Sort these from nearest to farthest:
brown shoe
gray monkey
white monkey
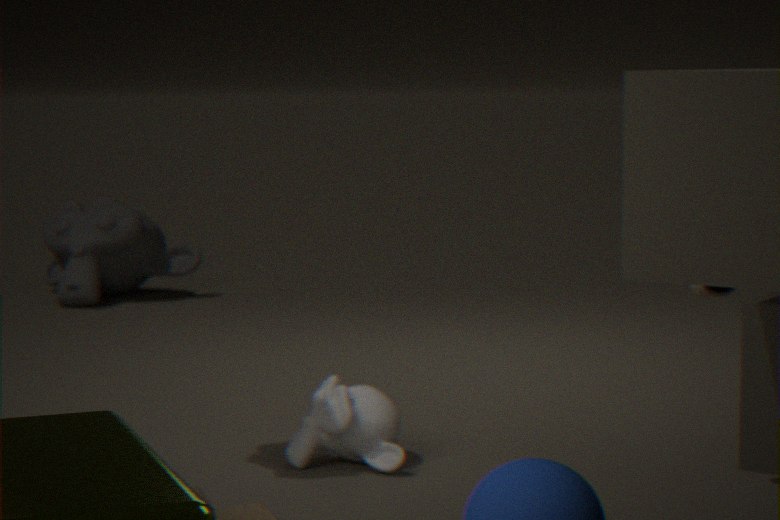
brown shoe, white monkey, gray monkey
